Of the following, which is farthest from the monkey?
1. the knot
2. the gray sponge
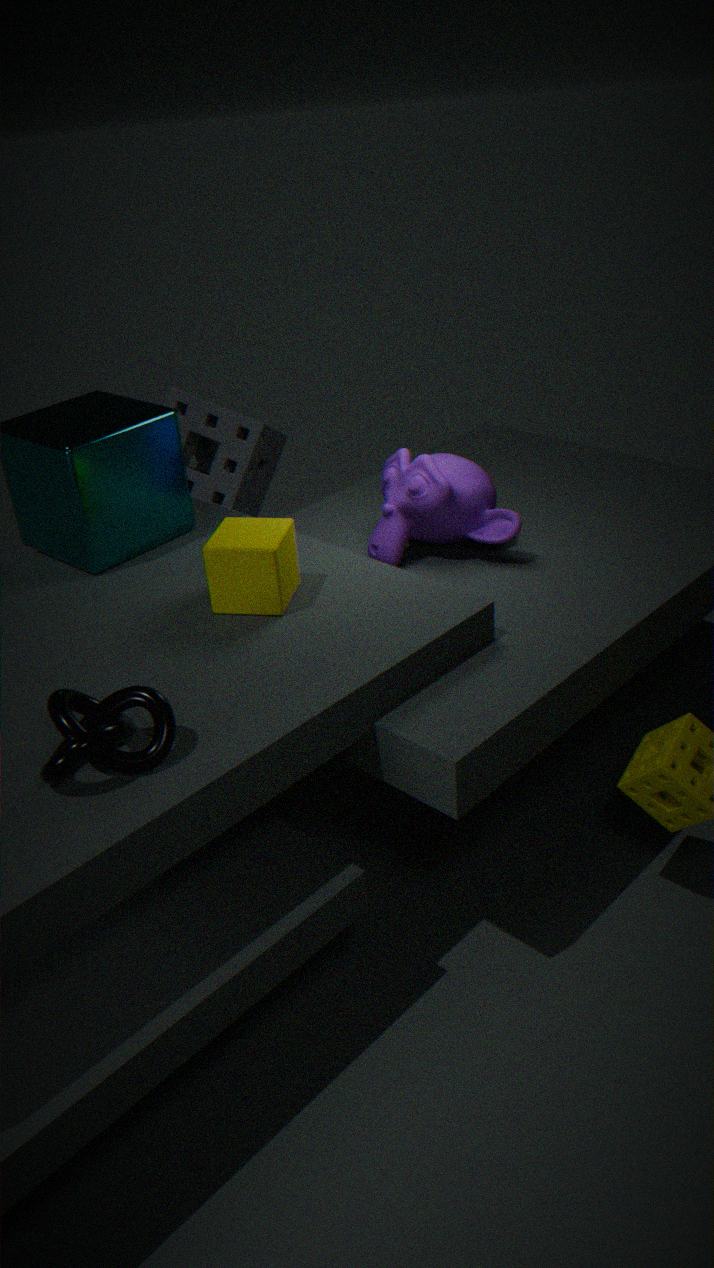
the knot
